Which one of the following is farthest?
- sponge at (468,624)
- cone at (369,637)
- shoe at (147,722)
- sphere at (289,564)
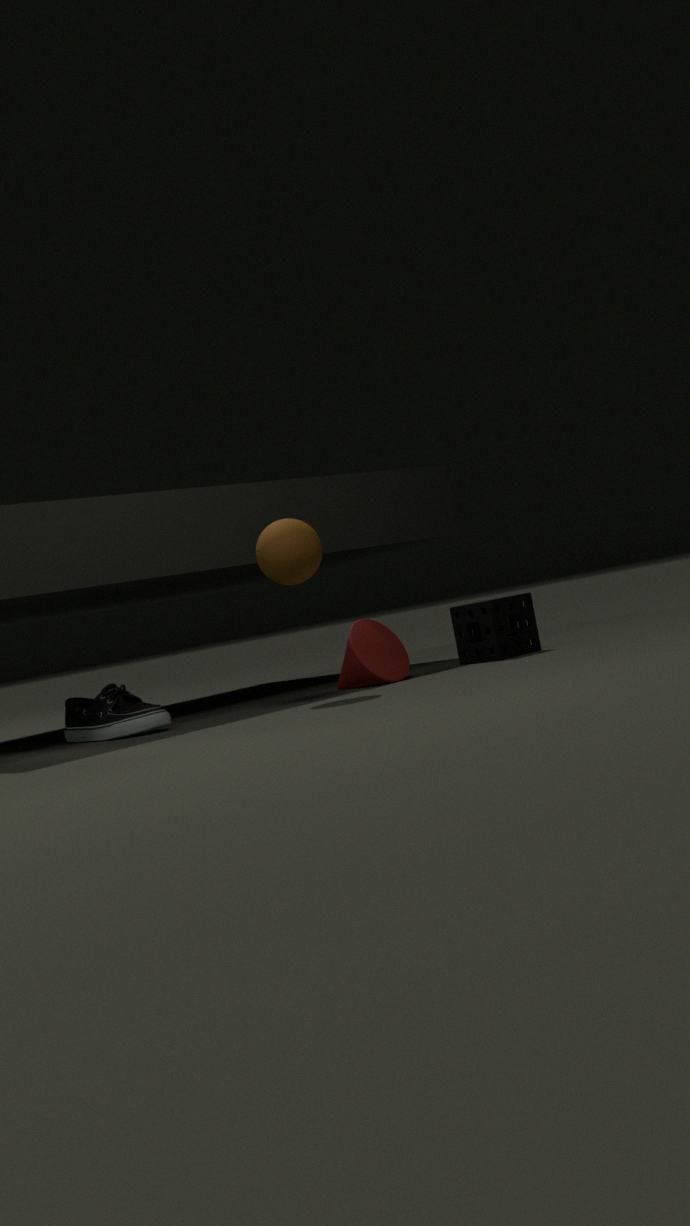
sponge at (468,624)
